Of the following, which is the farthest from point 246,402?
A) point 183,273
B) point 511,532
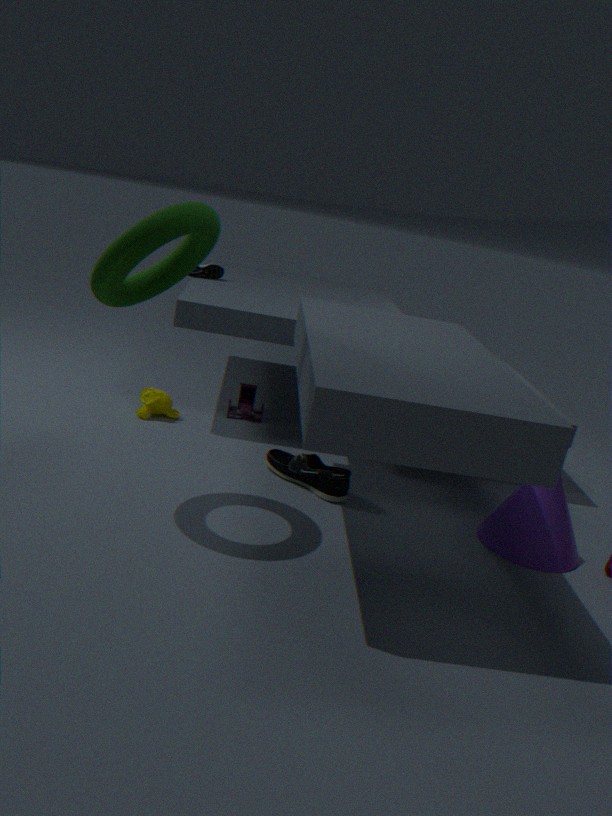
point 511,532
